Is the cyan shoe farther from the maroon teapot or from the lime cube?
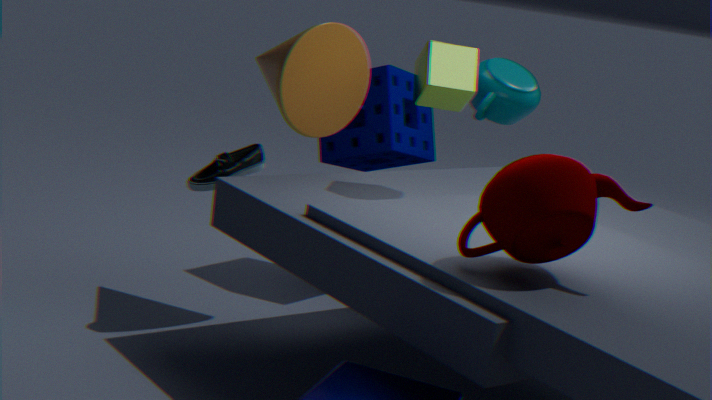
the maroon teapot
